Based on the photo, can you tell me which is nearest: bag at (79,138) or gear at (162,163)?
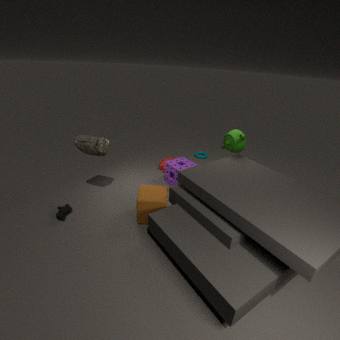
bag at (79,138)
